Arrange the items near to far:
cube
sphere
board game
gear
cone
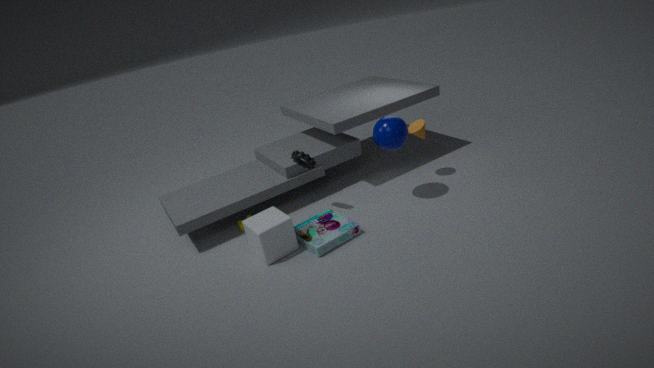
cube, board game, sphere, gear, cone
